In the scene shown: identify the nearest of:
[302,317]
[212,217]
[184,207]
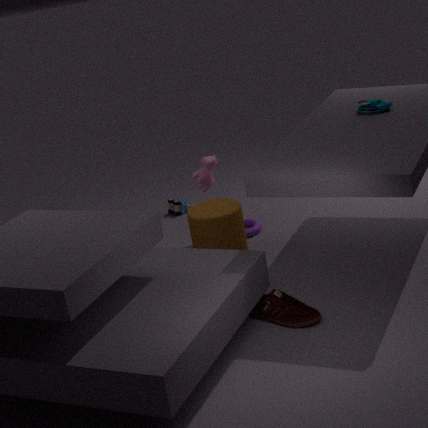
[302,317]
